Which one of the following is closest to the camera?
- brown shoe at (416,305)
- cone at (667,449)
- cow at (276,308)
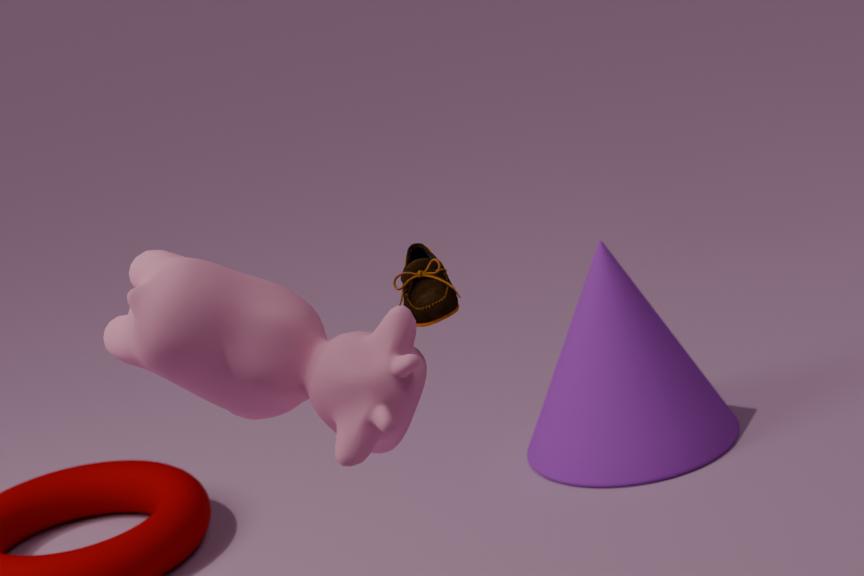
cow at (276,308)
